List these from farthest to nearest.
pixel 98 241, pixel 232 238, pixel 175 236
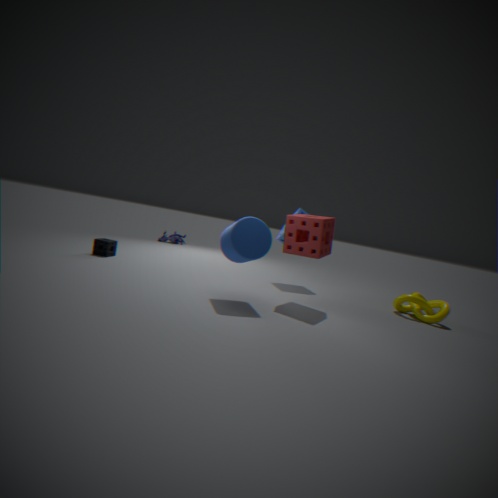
pixel 175 236 → pixel 98 241 → pixel 232 238
